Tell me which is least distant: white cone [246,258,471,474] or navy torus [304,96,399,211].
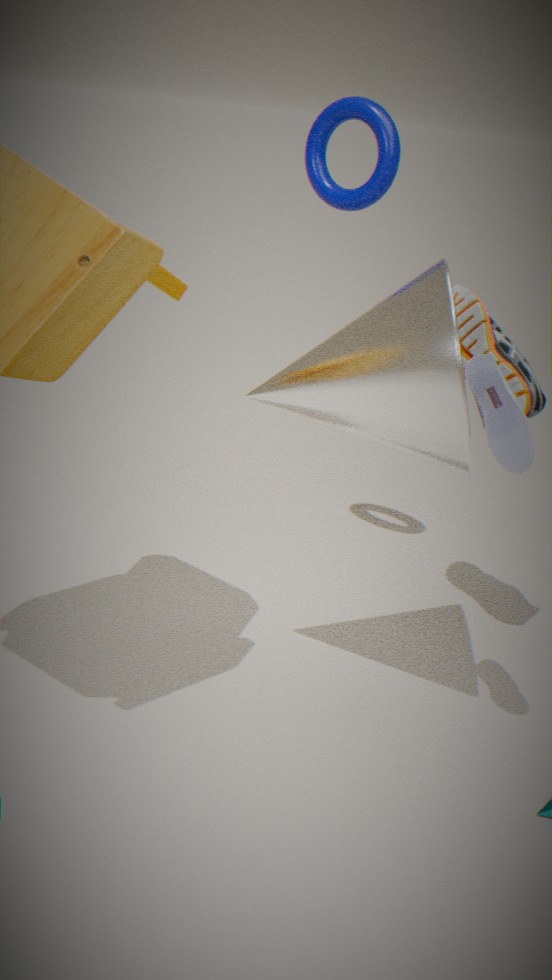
white cone [246,258,471,474]
